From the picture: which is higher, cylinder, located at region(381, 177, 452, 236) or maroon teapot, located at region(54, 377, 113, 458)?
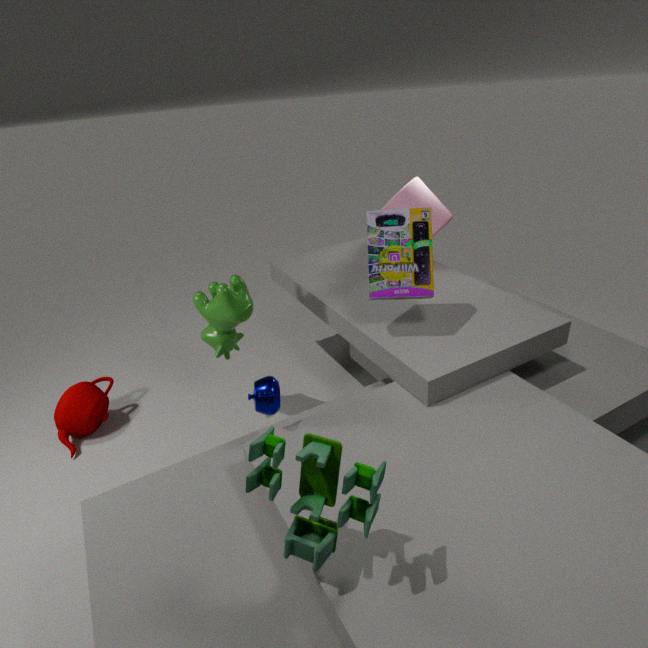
cylinder, located at region(381, 177, 452, 236)
